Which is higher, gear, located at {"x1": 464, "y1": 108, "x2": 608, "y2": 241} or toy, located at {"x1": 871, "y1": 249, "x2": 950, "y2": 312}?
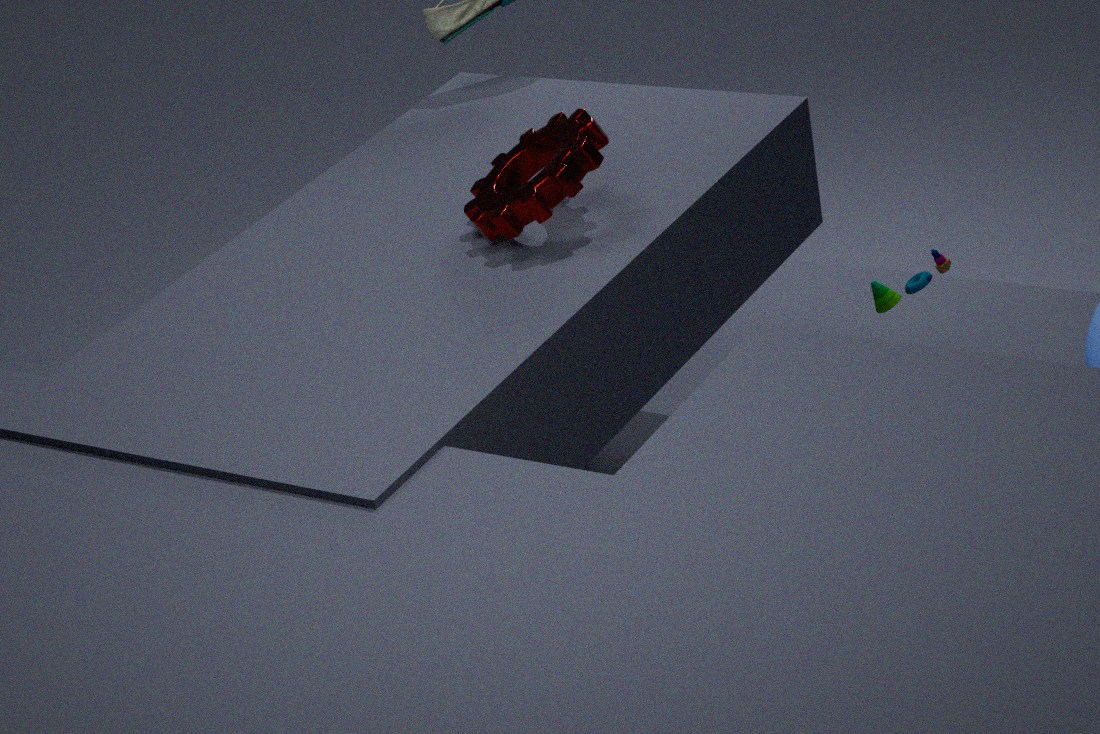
gear, located at {"x1": 464, "y1": 108, "x2": 608, "y2": 241}
